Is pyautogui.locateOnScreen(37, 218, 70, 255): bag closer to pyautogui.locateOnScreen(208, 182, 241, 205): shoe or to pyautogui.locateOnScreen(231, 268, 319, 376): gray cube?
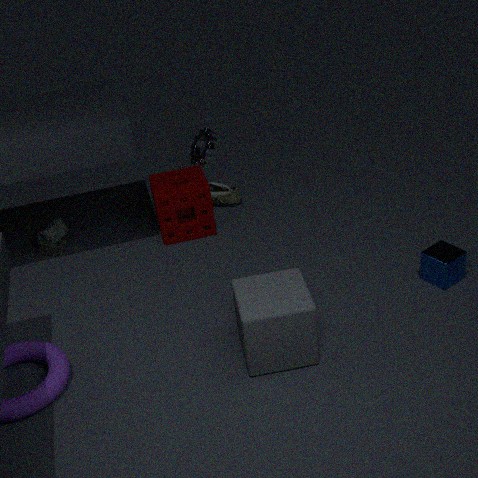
pyautogui.locateOnScreen(208, 182, 241, 205): shoe
